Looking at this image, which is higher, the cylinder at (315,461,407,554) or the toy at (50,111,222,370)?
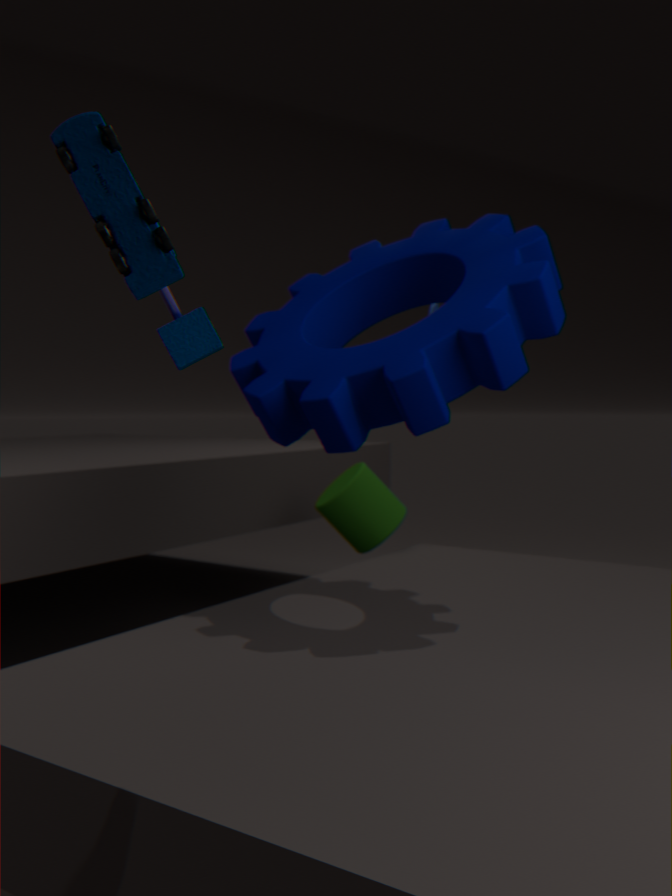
the toy at (50,111,222,370)
